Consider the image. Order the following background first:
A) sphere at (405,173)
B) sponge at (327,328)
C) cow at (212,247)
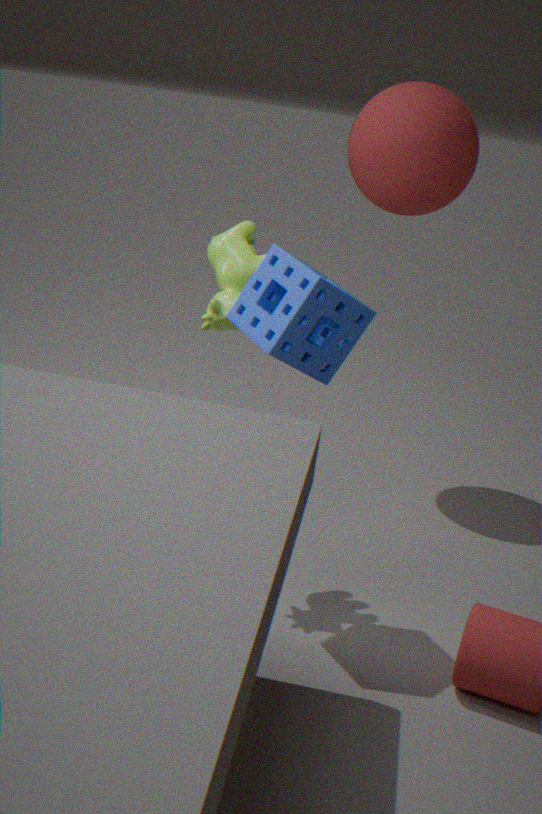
sphere at (405,173)
cow at (212,247)
sponge at (327,328)
